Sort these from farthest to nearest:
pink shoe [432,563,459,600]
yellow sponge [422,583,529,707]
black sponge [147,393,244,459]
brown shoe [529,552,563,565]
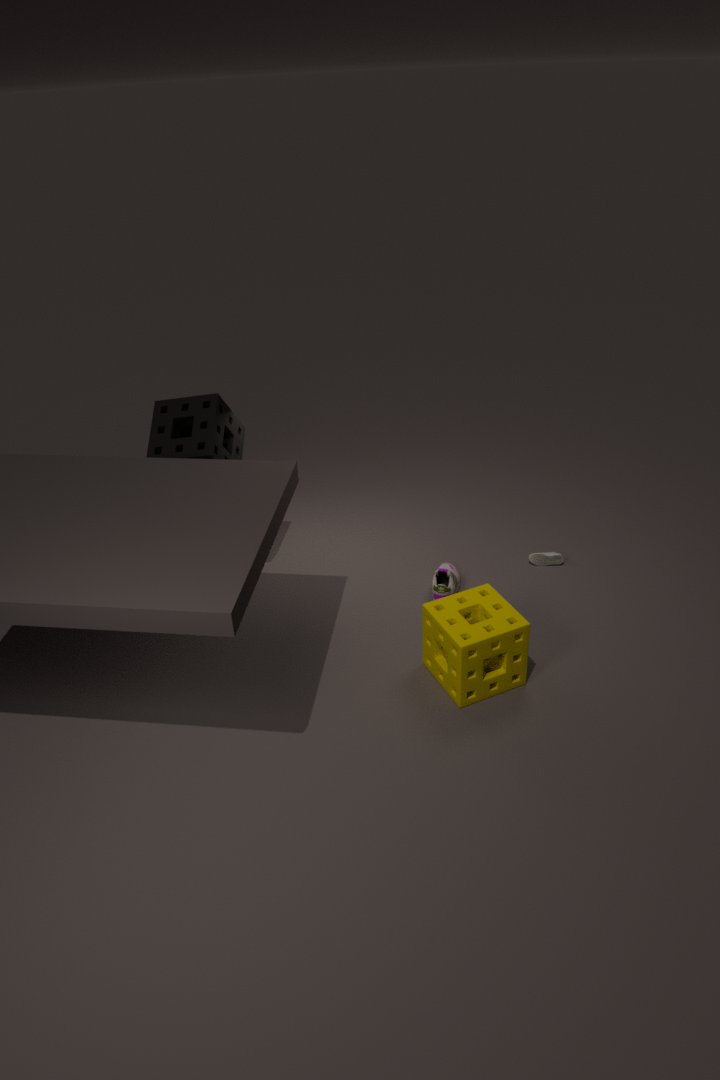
brown shoe [529,552,563,565] < pink shoe [432,563,459,600] < black sponge [147,393,244,459] < yellow sponge [422,583,529,707]
